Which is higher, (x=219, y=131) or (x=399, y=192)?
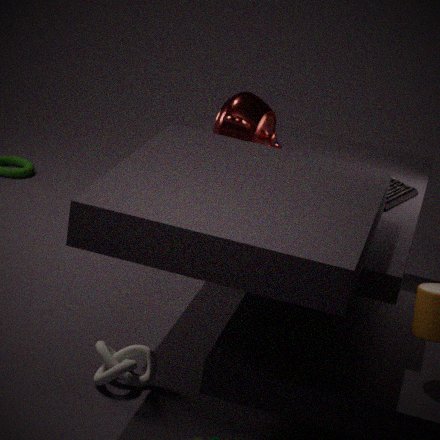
(x=219, y=131)
